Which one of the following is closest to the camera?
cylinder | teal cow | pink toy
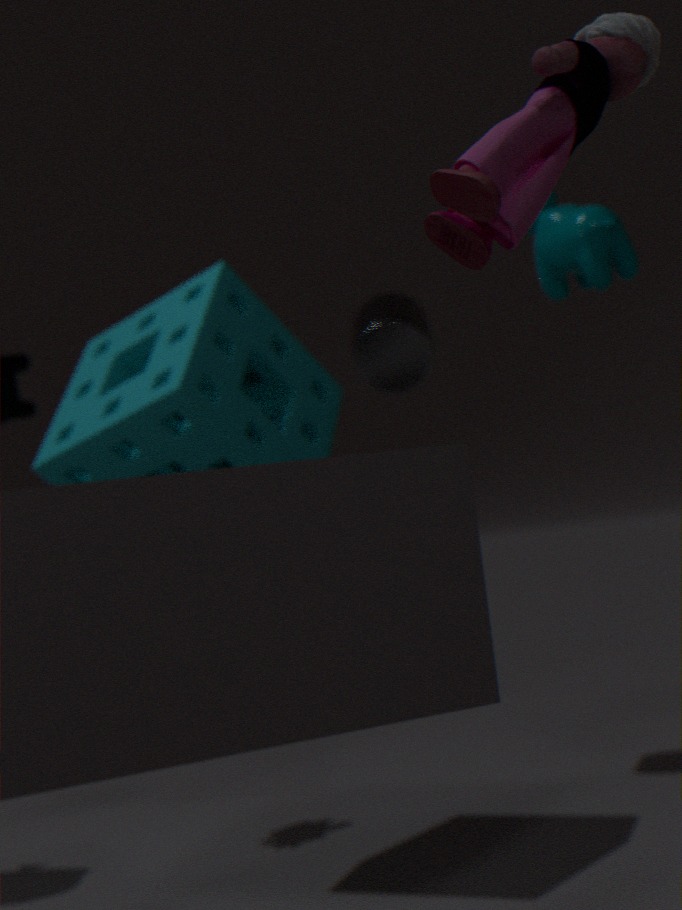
pink toy
